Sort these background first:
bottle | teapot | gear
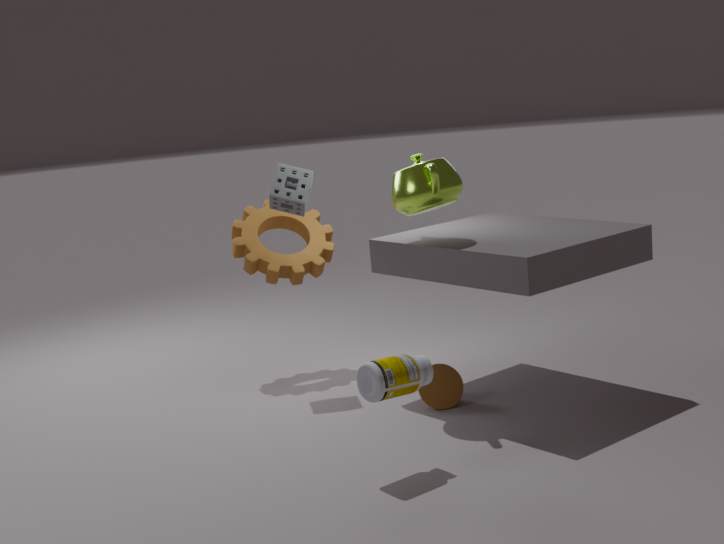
gear, teapot, bottle
